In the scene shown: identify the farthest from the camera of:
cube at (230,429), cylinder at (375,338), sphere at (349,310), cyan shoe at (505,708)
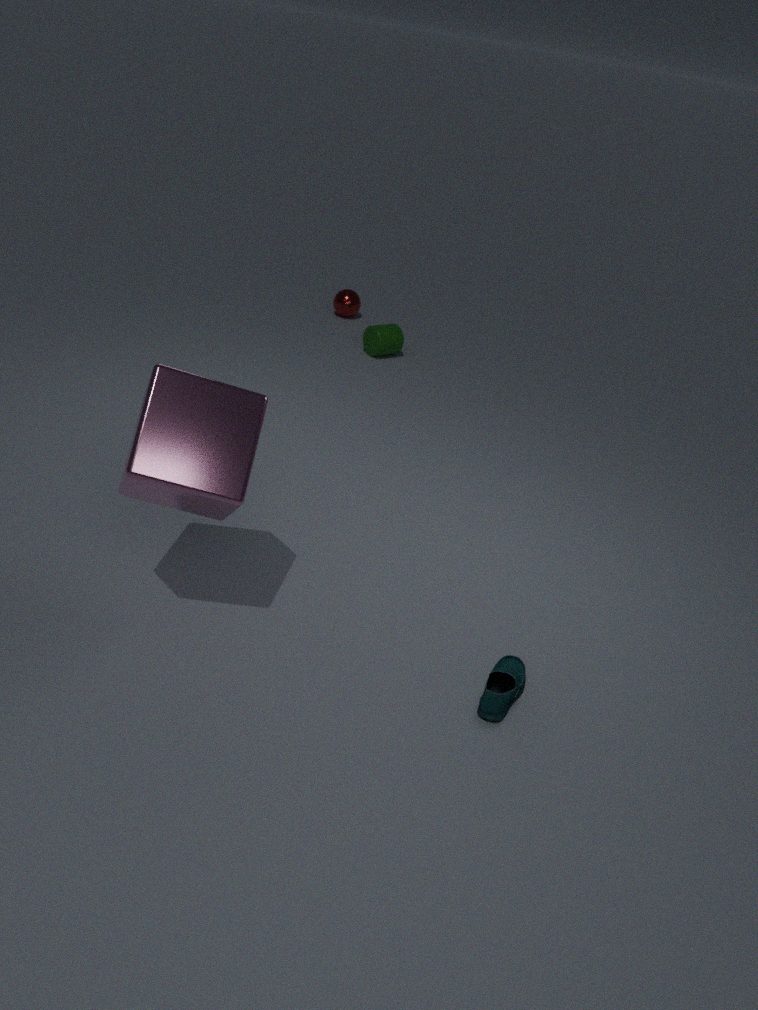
sphere at (349,310)
